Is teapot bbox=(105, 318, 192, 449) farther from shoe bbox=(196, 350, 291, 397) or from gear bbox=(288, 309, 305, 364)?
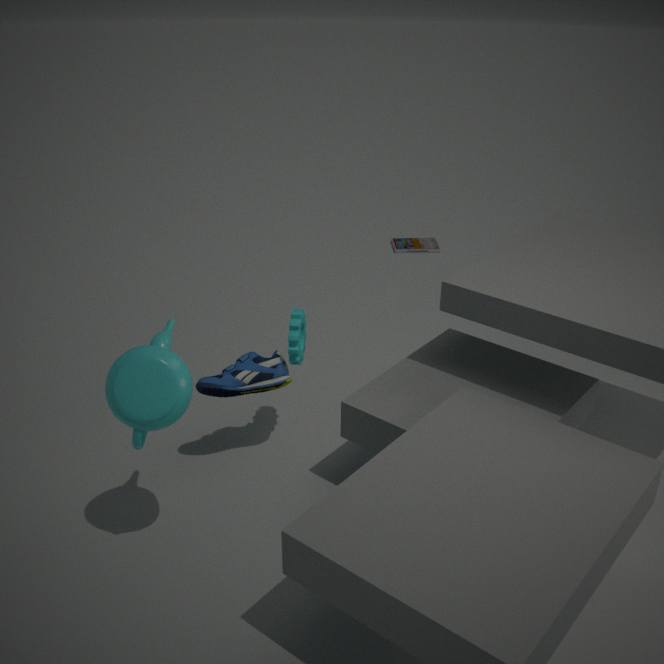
gear bbox=(288, 309, 305, 364)
